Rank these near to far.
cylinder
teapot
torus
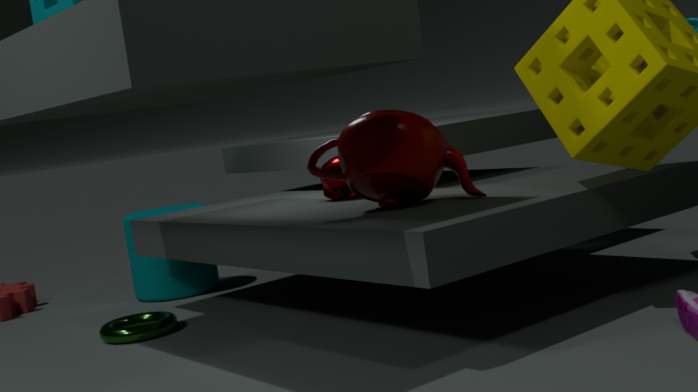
teapot < torus < cylinder
